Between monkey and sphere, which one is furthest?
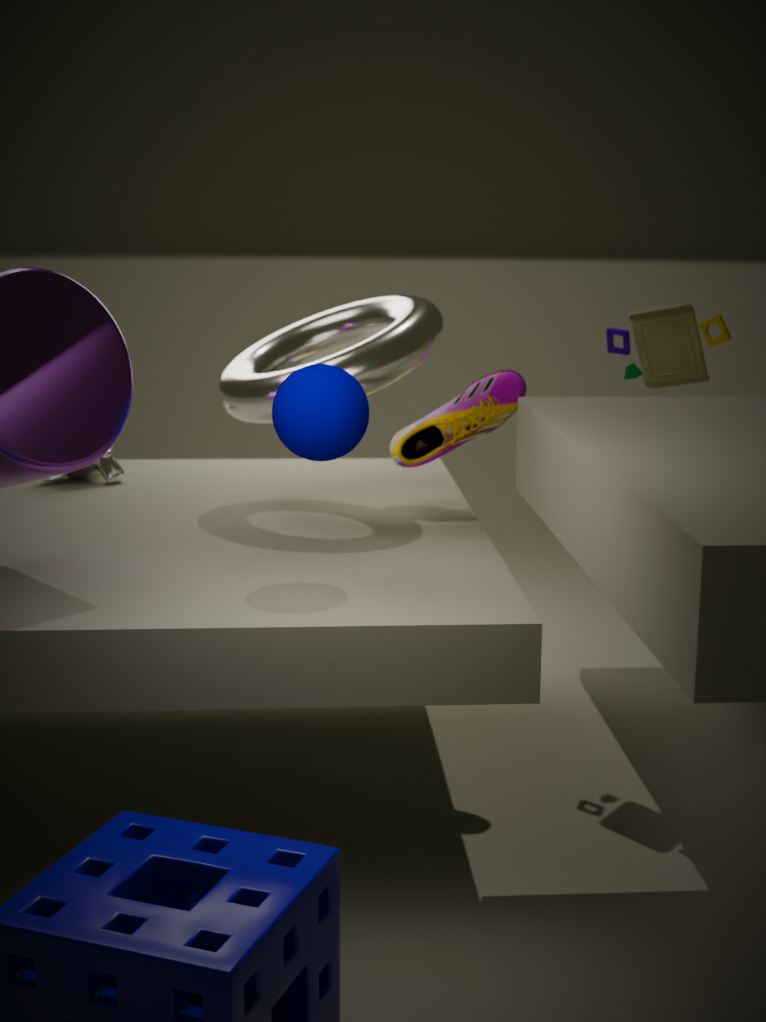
monkey
